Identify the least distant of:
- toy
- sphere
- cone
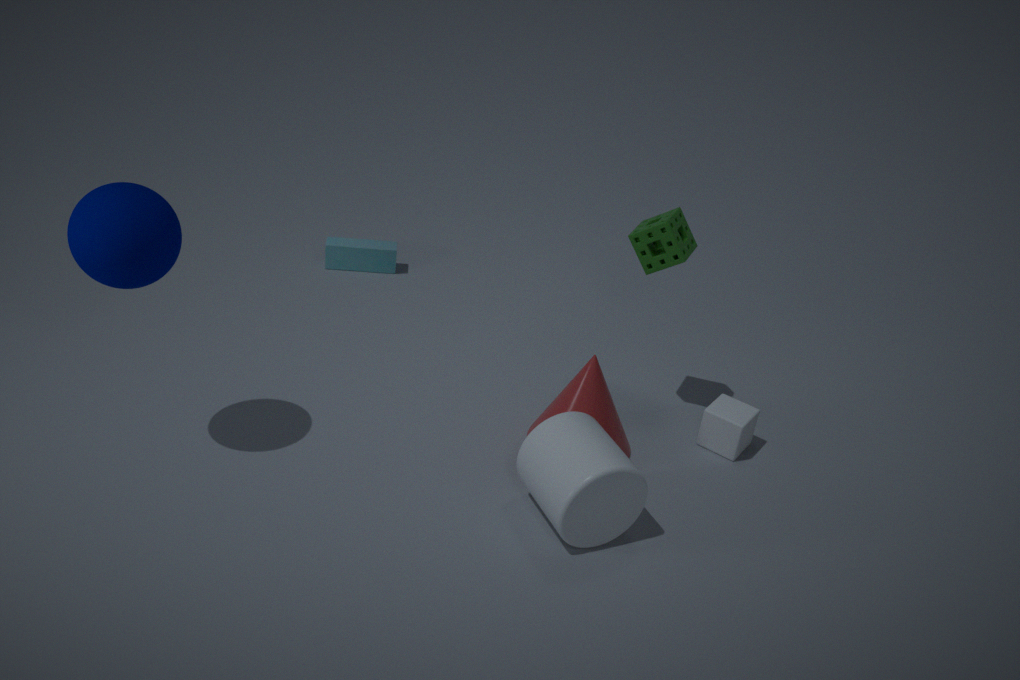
sphere
